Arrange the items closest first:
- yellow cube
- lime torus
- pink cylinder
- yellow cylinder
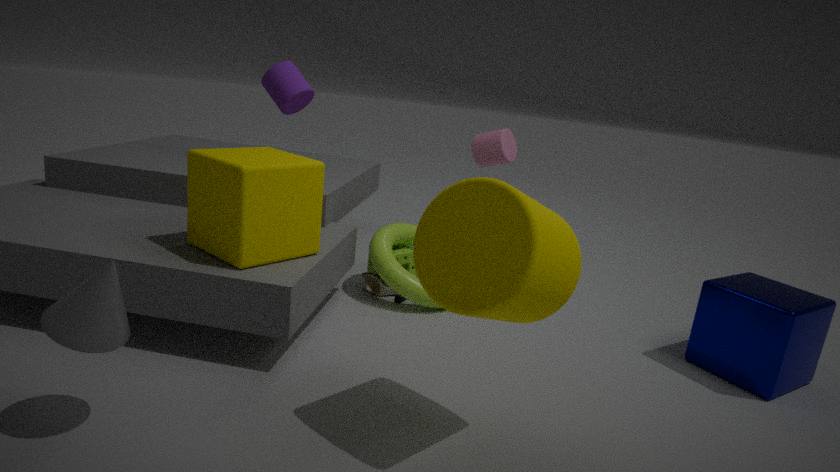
yellow cylinder < yellow cube < lime torus < pink cylinder
